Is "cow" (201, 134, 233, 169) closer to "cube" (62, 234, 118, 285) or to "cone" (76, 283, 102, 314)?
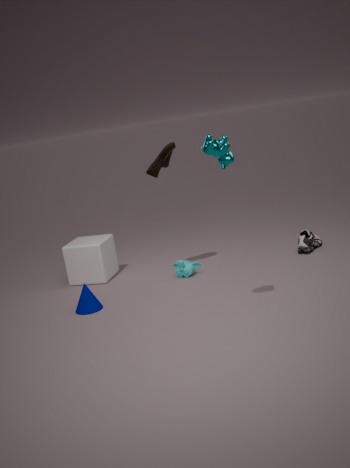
"cone" (76, 283, 102, 314)
